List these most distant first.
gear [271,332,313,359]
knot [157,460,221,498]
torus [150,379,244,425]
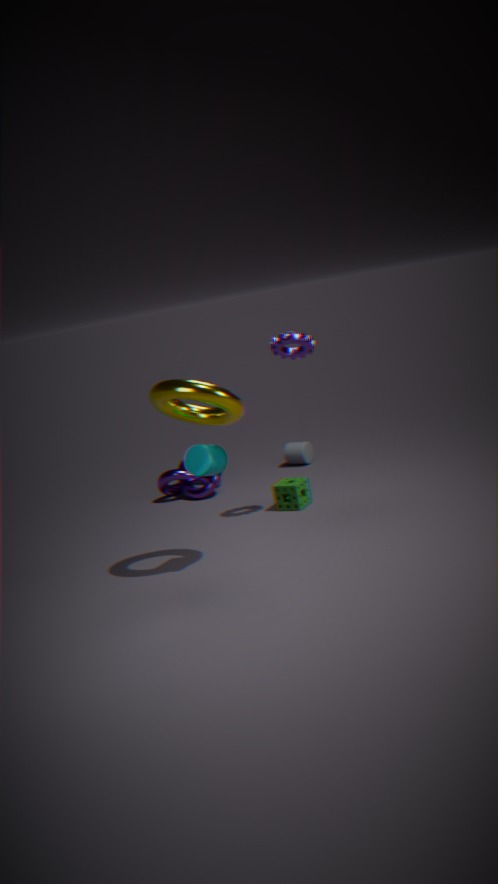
1. knot [157,460,221,498]
2. gear [271,332,313,359]
3. torus [150,379,244,425]
